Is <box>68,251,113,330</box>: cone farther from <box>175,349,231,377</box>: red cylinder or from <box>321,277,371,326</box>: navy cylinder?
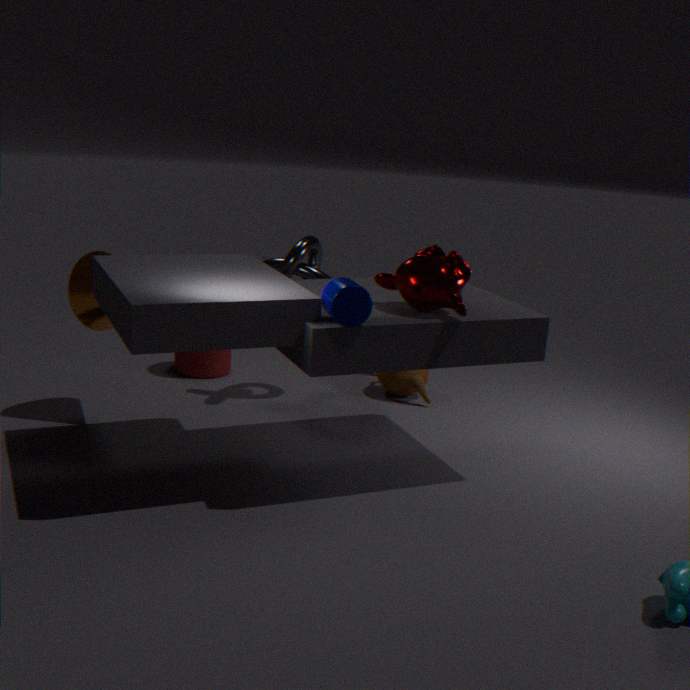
<box>321,277,371,326</box>: navy cylinder
